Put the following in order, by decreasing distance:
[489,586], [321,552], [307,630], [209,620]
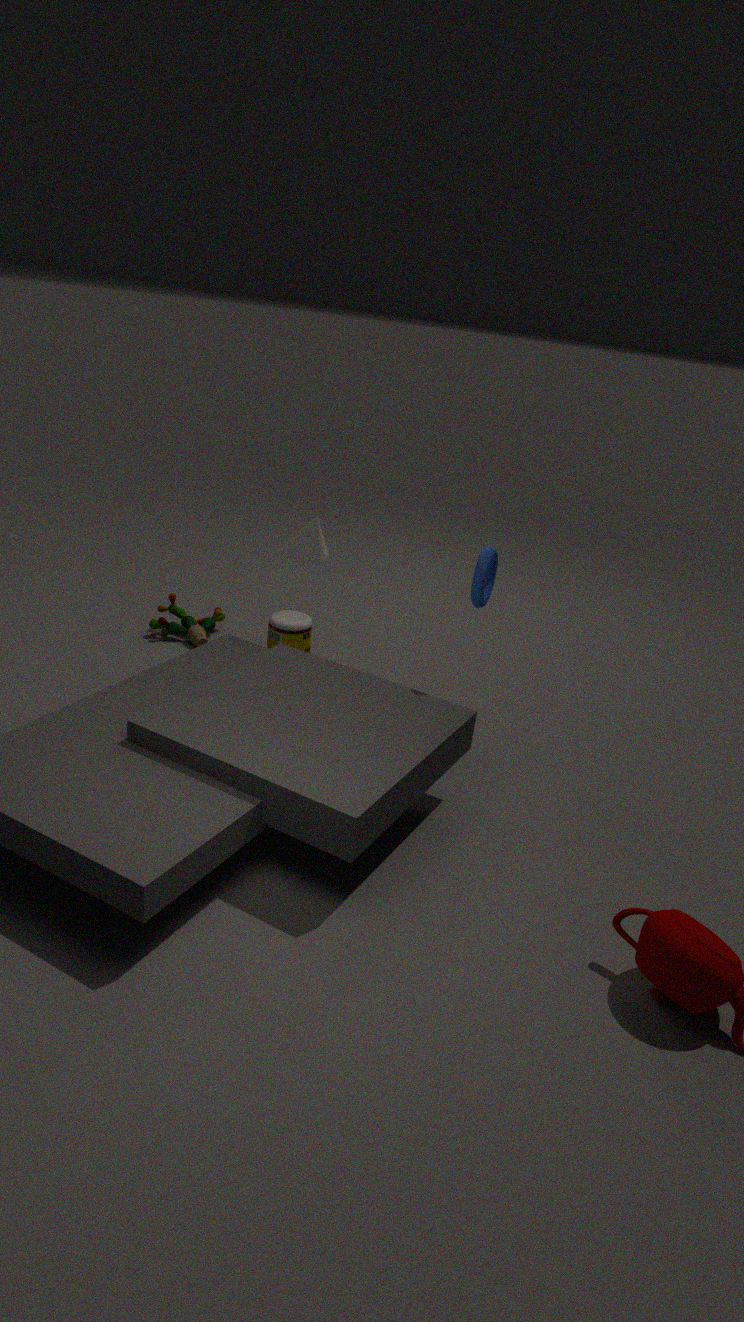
[209,620], [321,552], [307,630], [489,586]
